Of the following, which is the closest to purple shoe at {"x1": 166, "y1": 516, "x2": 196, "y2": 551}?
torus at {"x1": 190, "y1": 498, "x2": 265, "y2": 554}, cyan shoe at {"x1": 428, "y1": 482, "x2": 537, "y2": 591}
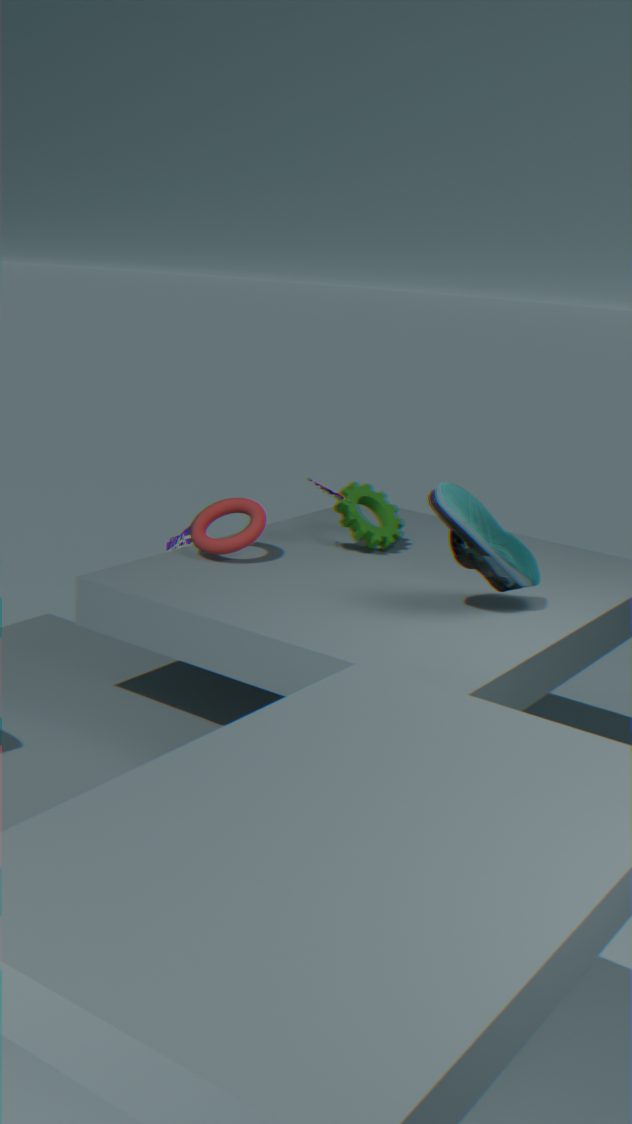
torus at {"x1": 190, "y1": 498, "x2": 265, "y2": 554}
